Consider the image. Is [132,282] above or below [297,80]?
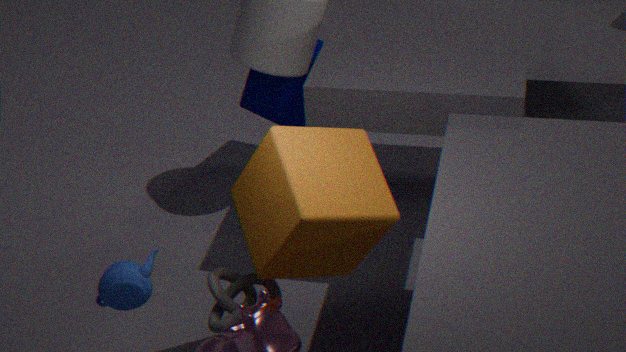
above
